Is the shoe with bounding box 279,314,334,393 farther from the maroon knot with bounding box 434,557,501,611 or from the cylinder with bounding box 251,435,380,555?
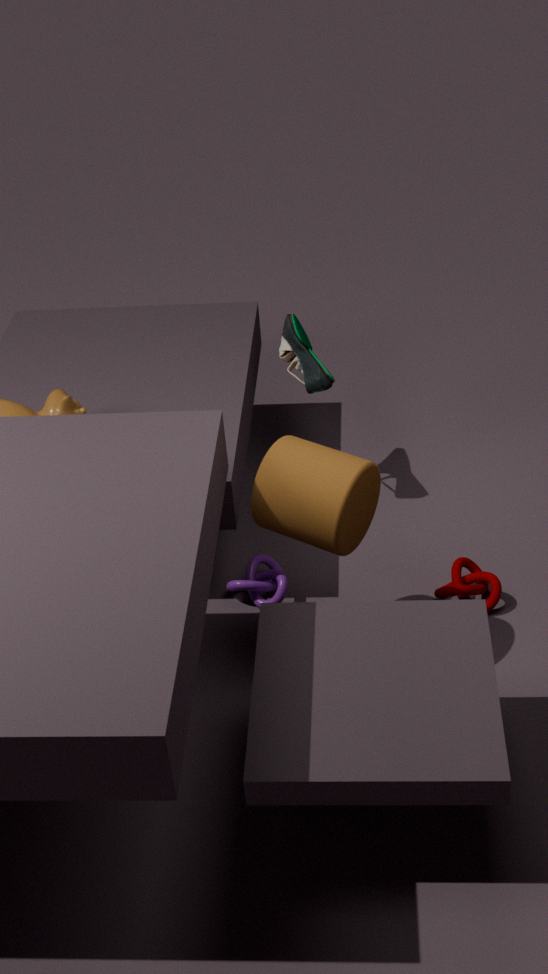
the maroon knot with bounding box 434,557,501,611
